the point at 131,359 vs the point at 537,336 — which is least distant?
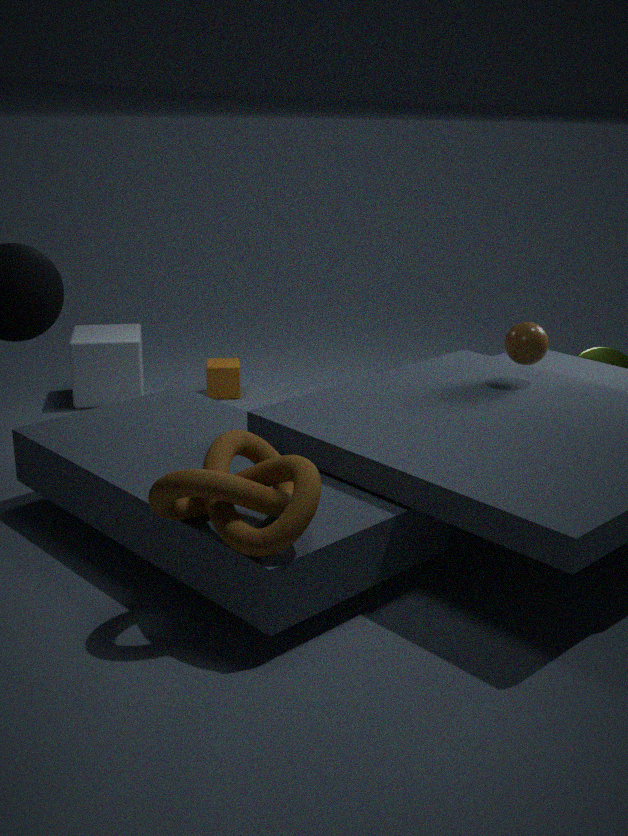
the point at 537,336
